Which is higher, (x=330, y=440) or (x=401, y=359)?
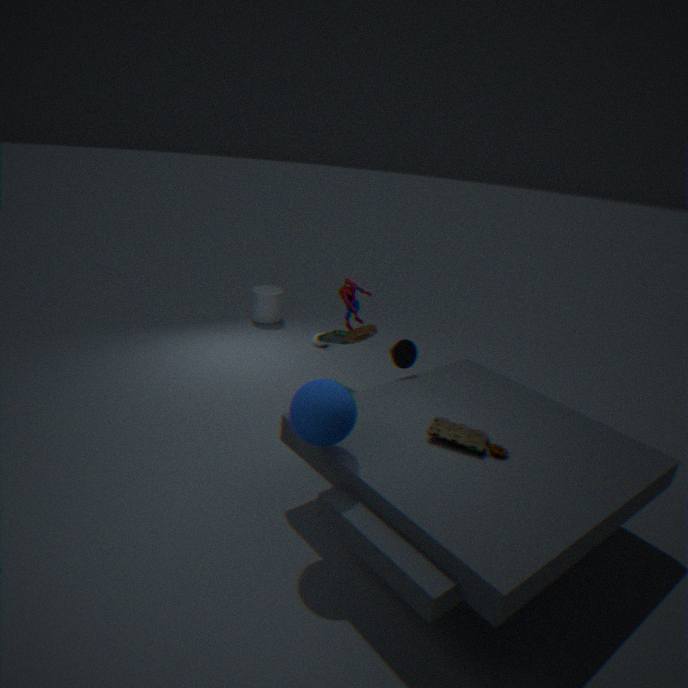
(x=330, y=440)
